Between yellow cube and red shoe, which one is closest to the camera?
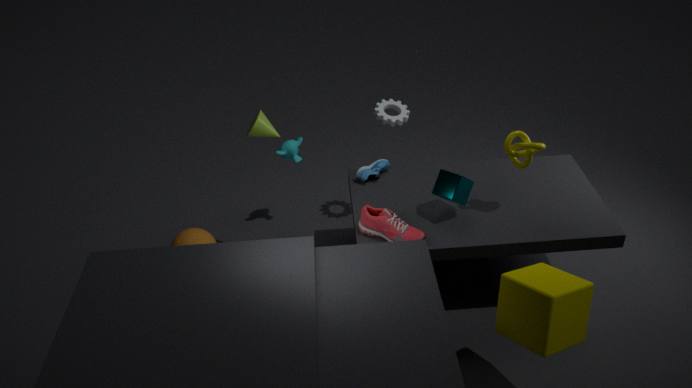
yellow cube
